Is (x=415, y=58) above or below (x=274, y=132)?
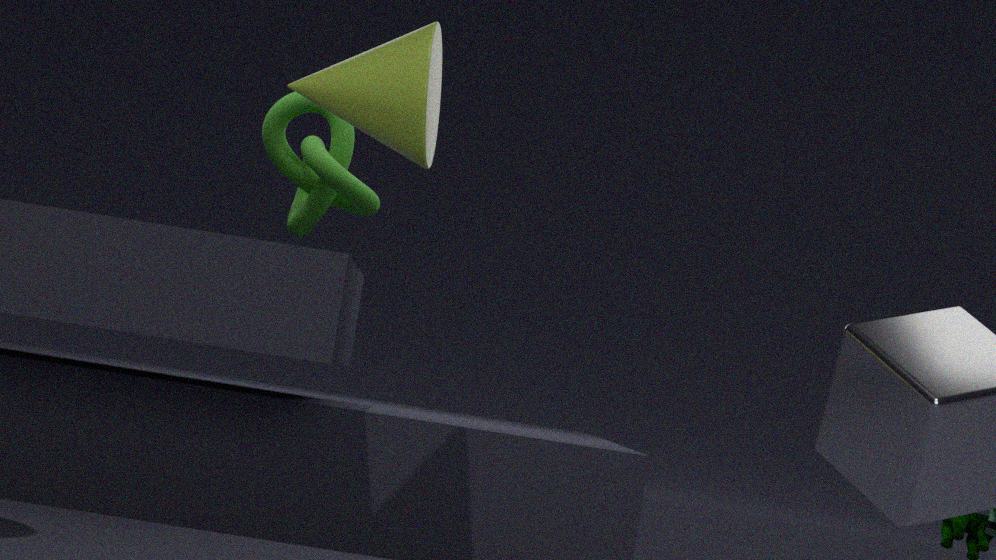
above
